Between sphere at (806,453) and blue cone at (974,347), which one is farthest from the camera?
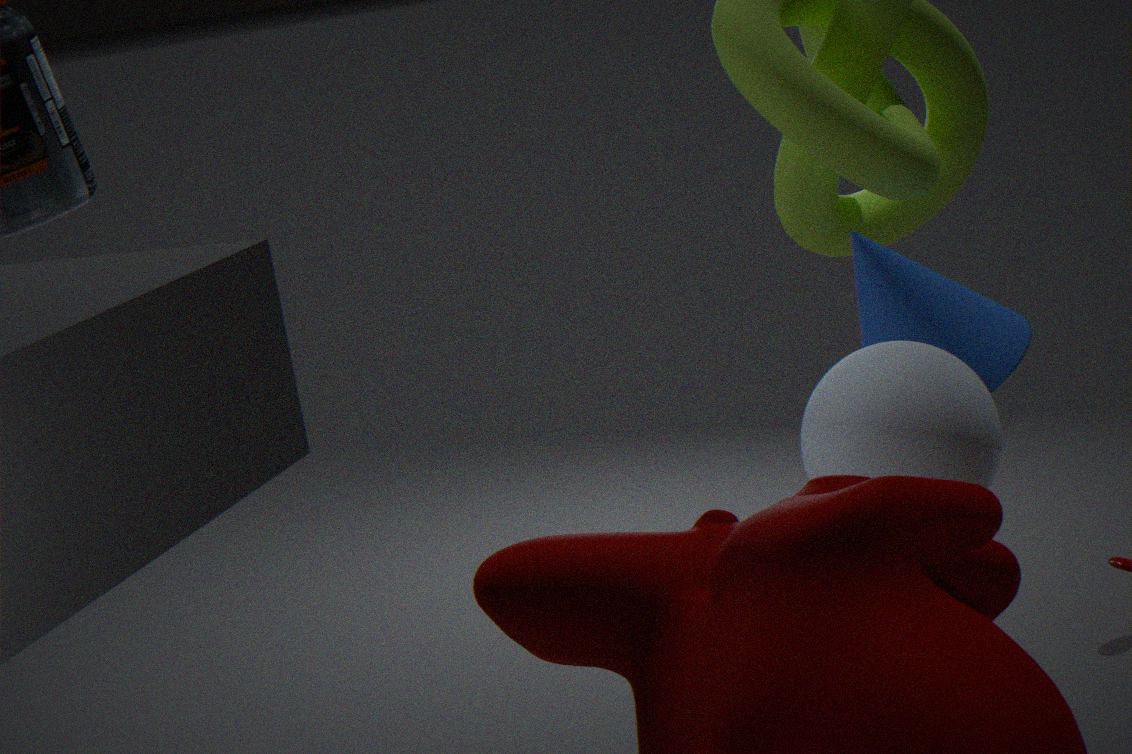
blue cone at (974,347)
